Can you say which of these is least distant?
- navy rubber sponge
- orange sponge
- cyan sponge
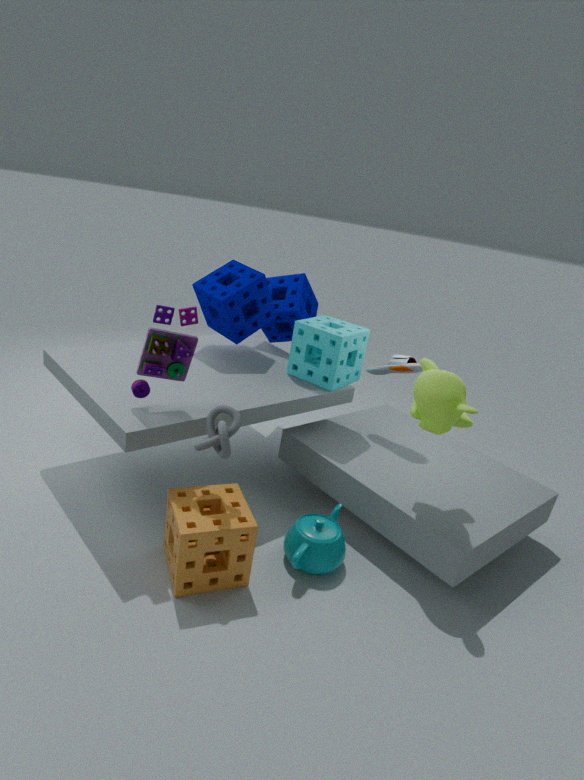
orange sponge
